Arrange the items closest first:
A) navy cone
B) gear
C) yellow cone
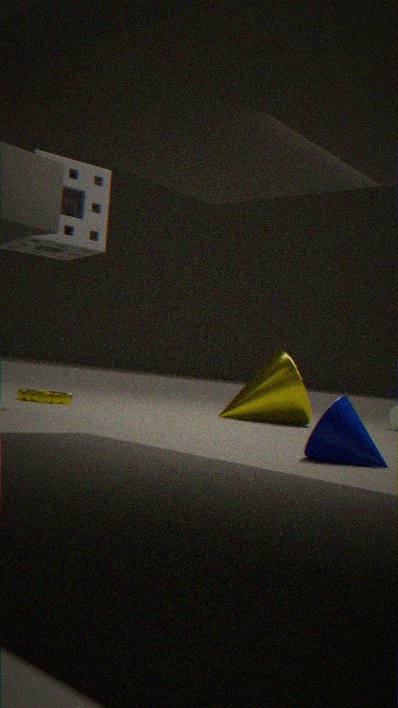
1. navy cone
2. gear
3. yellow cone
